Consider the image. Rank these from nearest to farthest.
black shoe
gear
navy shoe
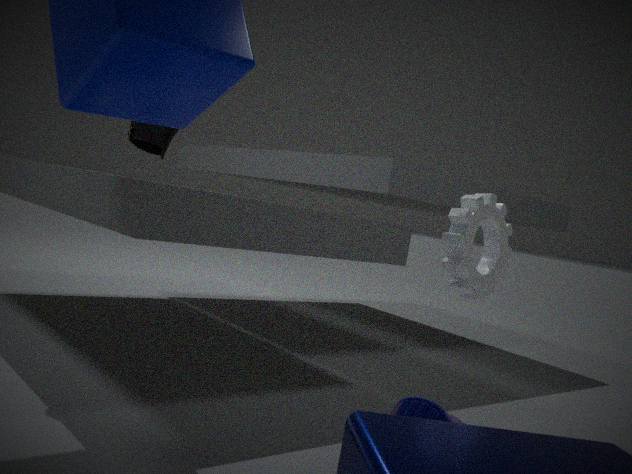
gear → navy shoe → black shoe
